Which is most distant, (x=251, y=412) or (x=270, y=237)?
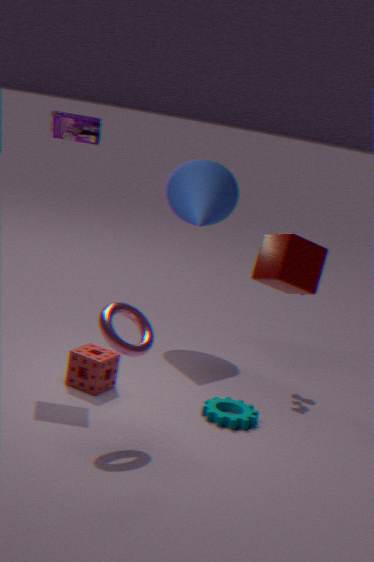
(x=251, y=412)
